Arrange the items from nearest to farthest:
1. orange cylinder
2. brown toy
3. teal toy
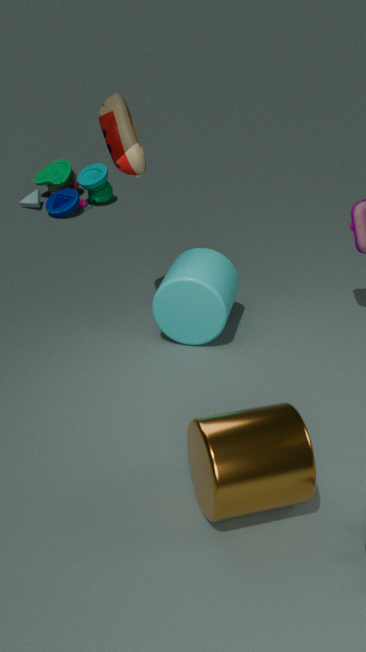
orange cylinder → brown toy → teal toy
